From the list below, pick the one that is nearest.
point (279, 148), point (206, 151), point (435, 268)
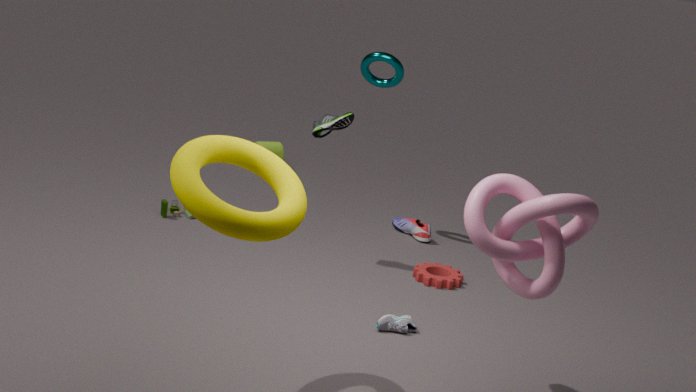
point (206, 151)
